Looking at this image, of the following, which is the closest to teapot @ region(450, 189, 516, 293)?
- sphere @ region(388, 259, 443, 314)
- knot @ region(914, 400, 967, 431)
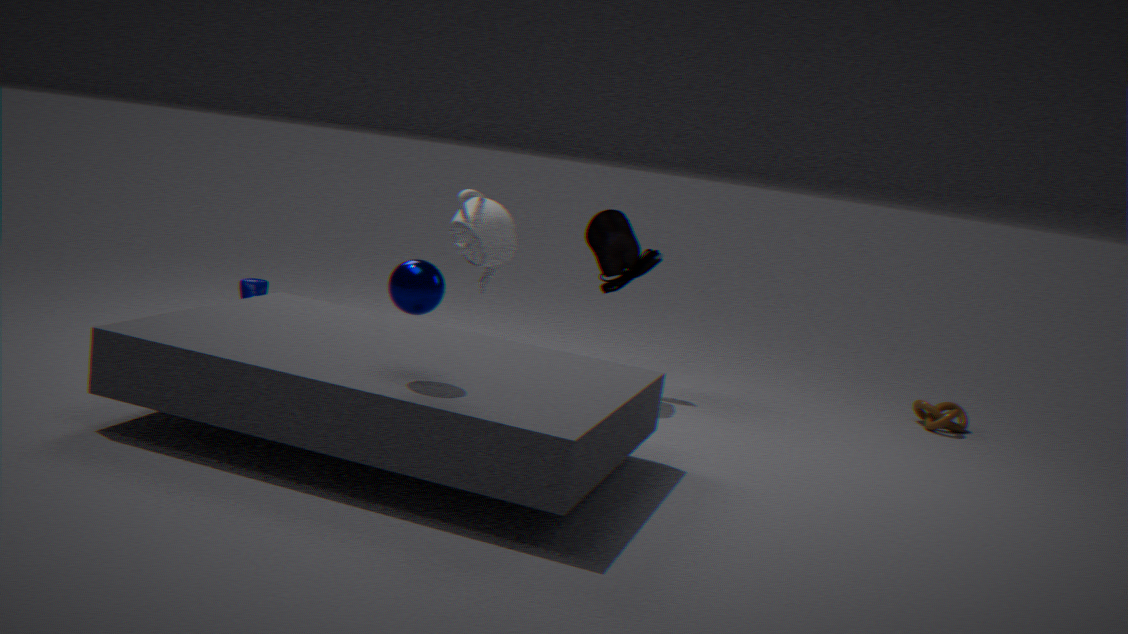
sphere @ region(388, 259, 443, 314)
